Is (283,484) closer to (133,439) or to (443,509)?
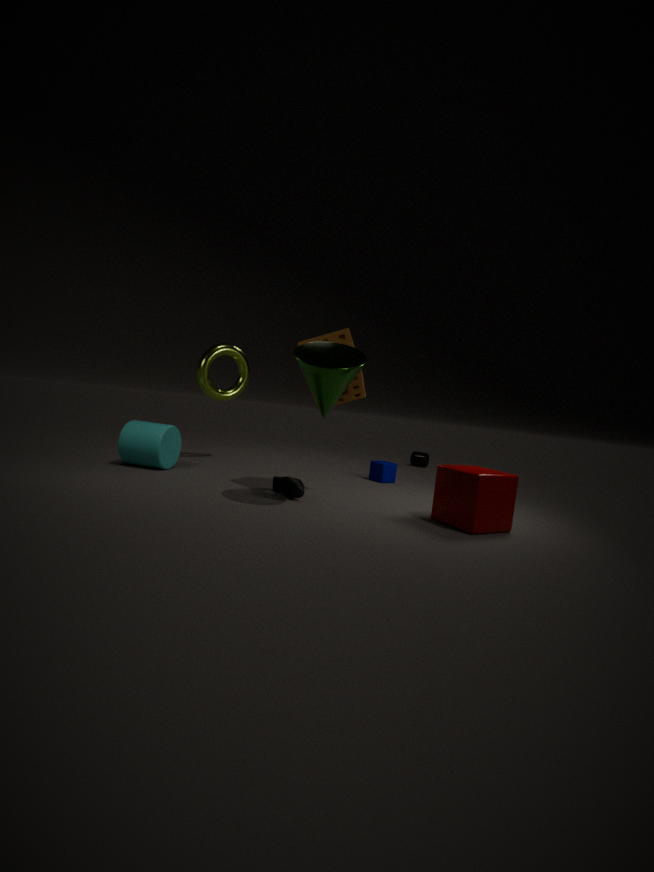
(443,509)
